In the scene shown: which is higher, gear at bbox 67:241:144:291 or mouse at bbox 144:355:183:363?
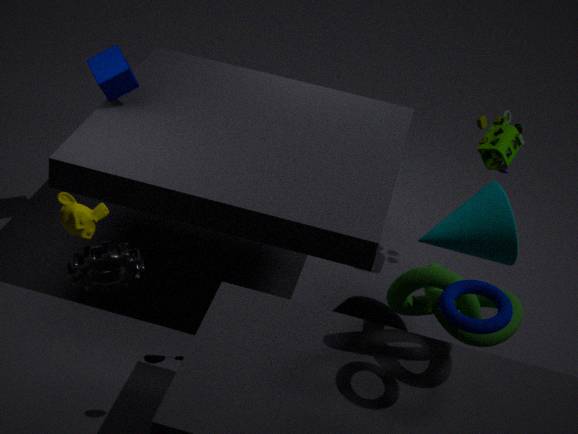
gear at bbox 67:241:144:291
